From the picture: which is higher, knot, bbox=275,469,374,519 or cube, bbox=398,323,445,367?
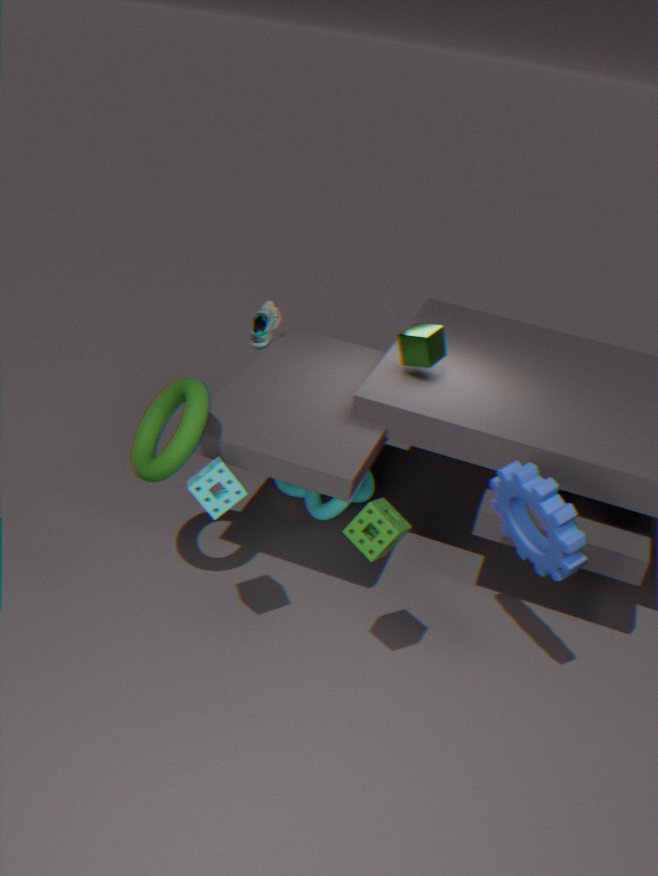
cube, bbox=398,323,445,367
